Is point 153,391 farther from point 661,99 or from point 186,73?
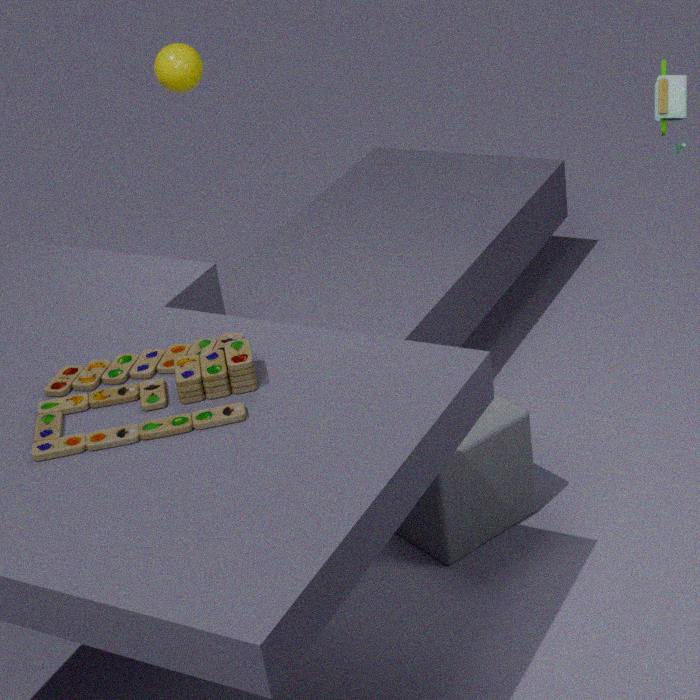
point 186,73
